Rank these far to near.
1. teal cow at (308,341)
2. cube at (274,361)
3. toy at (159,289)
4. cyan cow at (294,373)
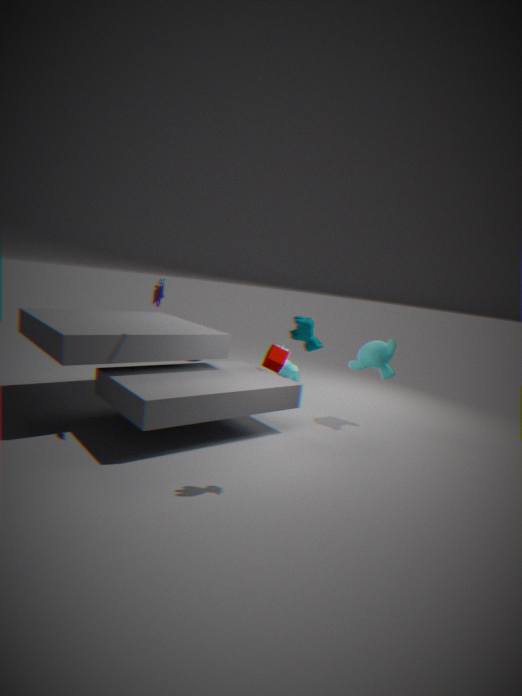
cyan cow at (294,373)
cube at (274,361)
toy at (159,289)
teal cow at (308,341)
